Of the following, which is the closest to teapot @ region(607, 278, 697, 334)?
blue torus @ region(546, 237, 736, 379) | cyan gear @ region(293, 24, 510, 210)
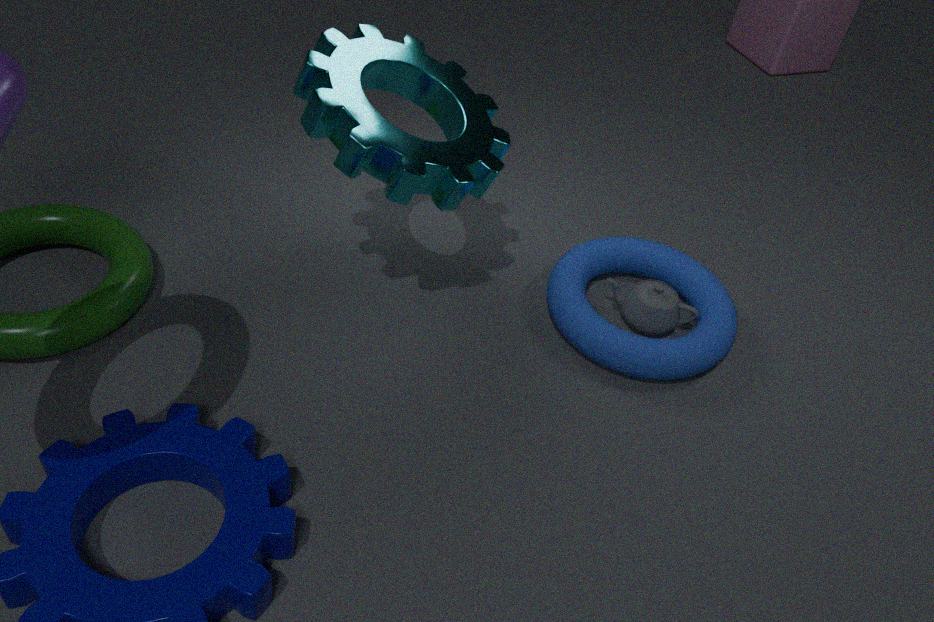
blue torus @ region(546, 237, 736, 379)
